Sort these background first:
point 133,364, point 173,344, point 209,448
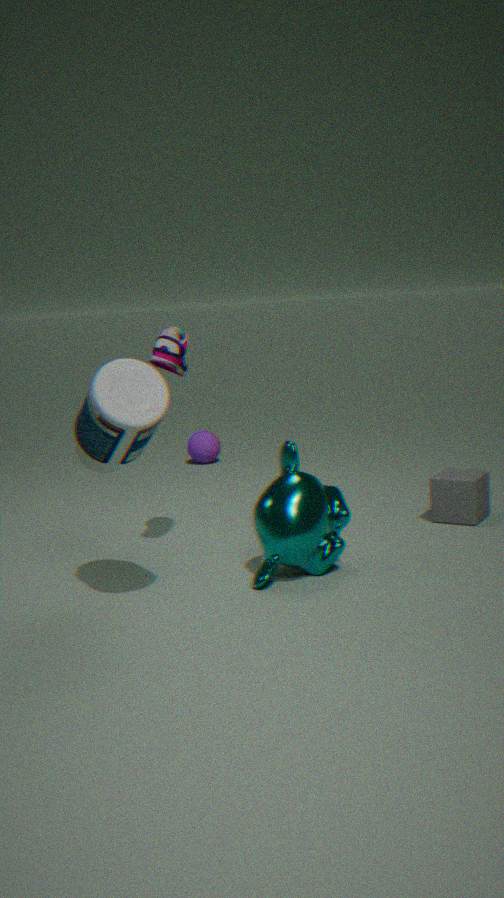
point 209,448 → point 173,344 → point 133,364
